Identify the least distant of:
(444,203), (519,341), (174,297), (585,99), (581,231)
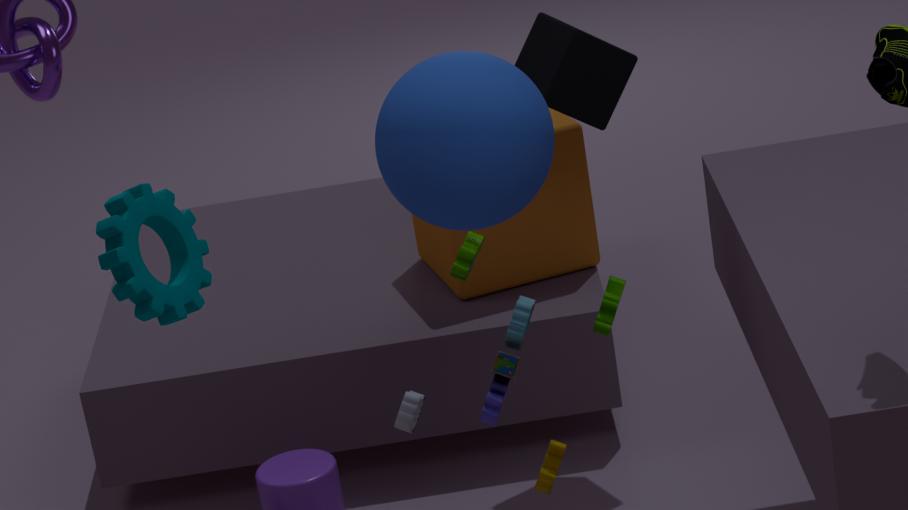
(519,341)
